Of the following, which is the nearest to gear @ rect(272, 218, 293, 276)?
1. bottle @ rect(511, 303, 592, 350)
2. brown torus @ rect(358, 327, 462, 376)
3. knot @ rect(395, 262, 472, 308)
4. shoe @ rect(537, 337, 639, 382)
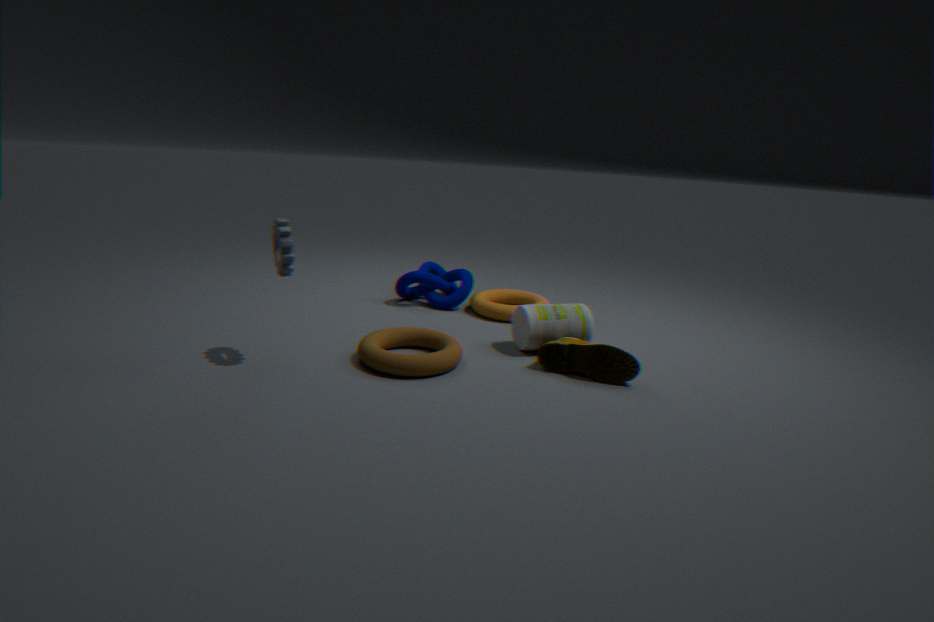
brown torus @ rect(358, 327, 462, 376)
